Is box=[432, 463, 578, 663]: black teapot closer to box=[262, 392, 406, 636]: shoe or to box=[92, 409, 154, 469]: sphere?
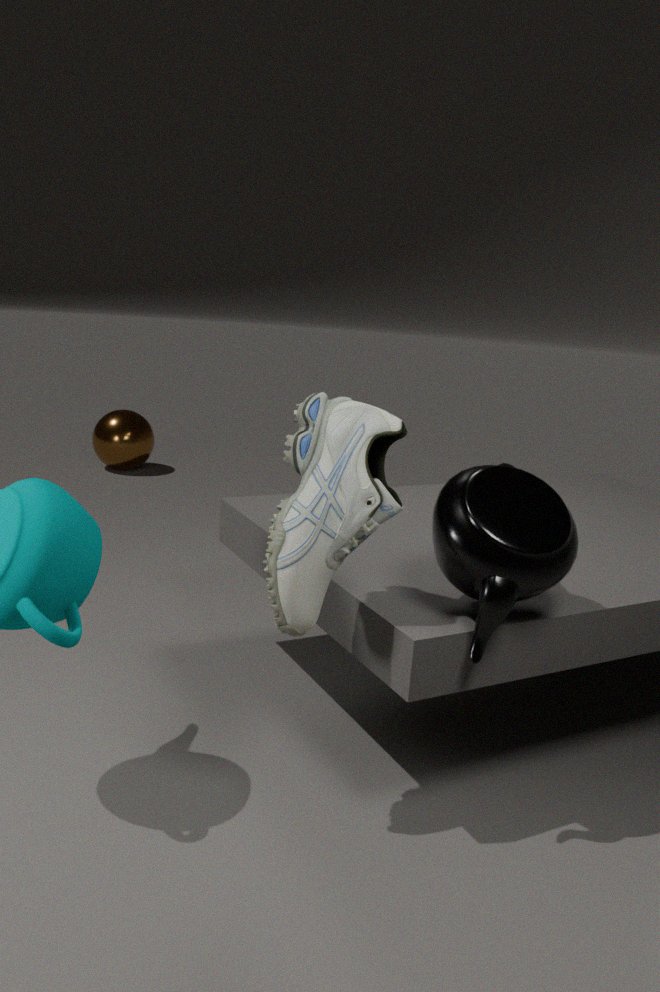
box=[262, 392, 406, 636]: shoe
